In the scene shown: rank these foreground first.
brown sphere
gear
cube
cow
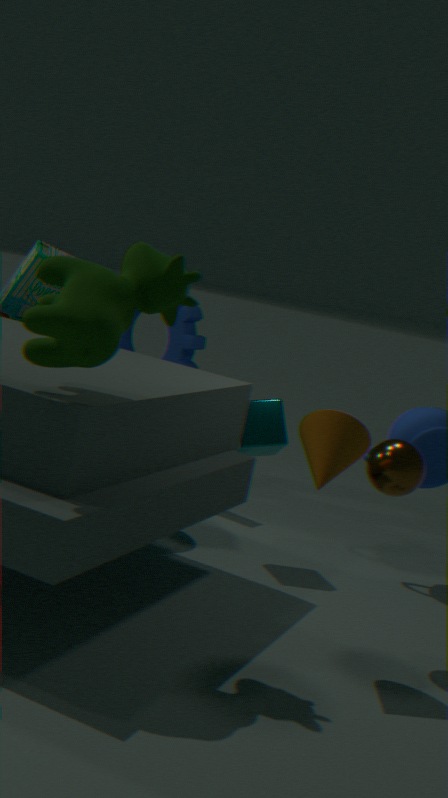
cow
brown sphere
cube
gear
